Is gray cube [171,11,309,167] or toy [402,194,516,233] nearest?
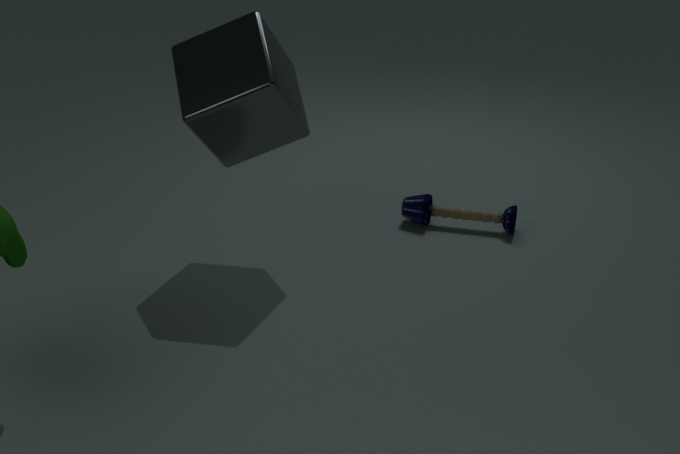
gray cube [171,11,309,167]
